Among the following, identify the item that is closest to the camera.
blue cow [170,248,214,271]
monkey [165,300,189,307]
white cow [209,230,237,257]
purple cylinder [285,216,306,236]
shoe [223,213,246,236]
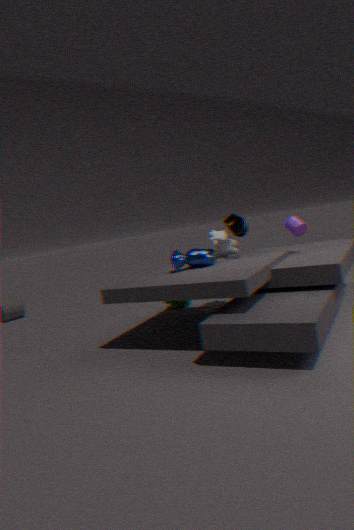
blue cow [170,248,214,271]
